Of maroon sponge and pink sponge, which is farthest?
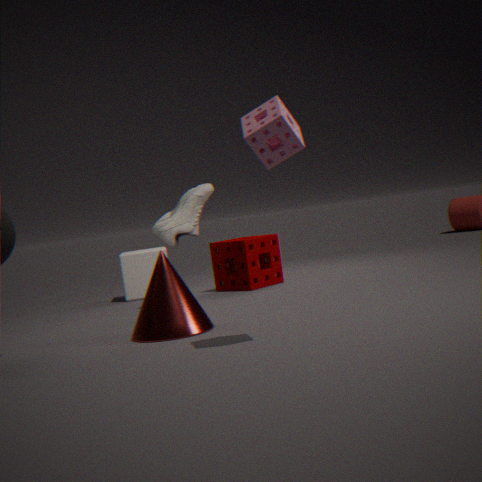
maroon sponge
